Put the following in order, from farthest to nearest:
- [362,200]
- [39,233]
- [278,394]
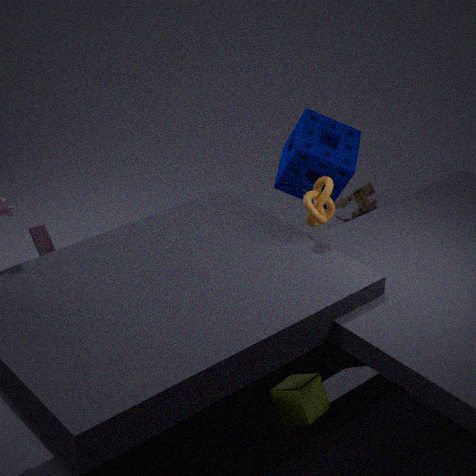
[362,200] → [39,233] → [278,394]
